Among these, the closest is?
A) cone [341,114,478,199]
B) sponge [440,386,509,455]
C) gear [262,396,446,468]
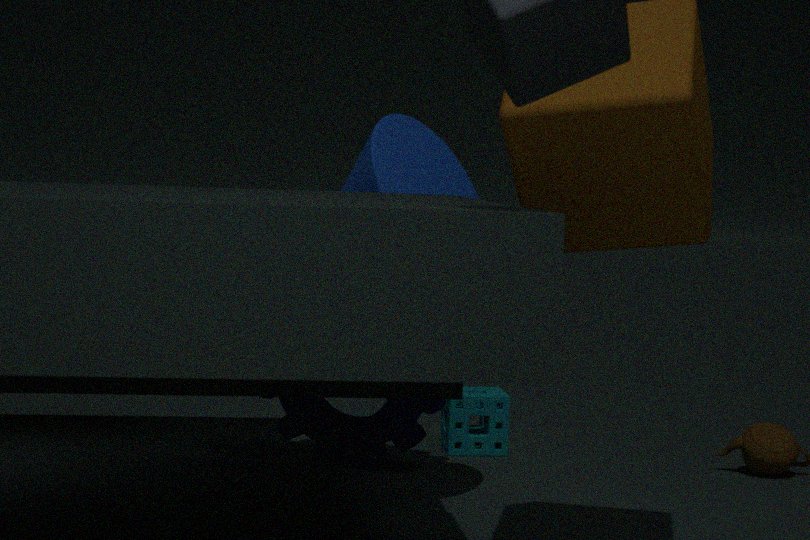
cone [341,114,478,199]
